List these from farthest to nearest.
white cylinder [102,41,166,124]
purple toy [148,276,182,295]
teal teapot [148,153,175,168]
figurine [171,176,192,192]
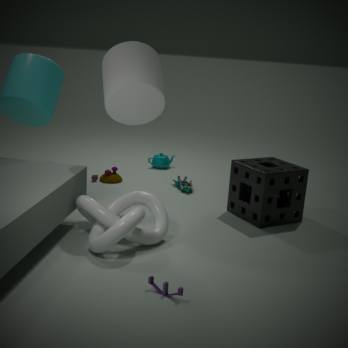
teal teapot [148,153,175,168] → figurine [171,176,192,192] → white cylinder [102,41,166,124] → purple toy [148,276,182,295]
